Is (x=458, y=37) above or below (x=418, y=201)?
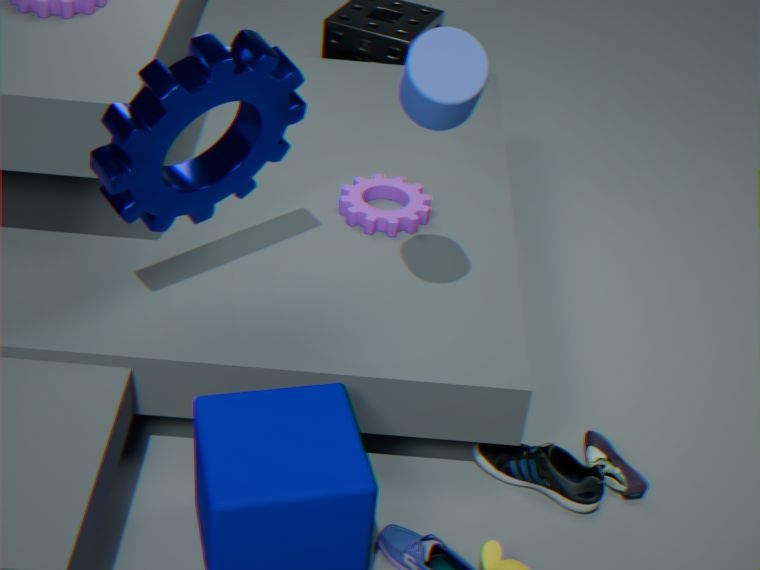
above
